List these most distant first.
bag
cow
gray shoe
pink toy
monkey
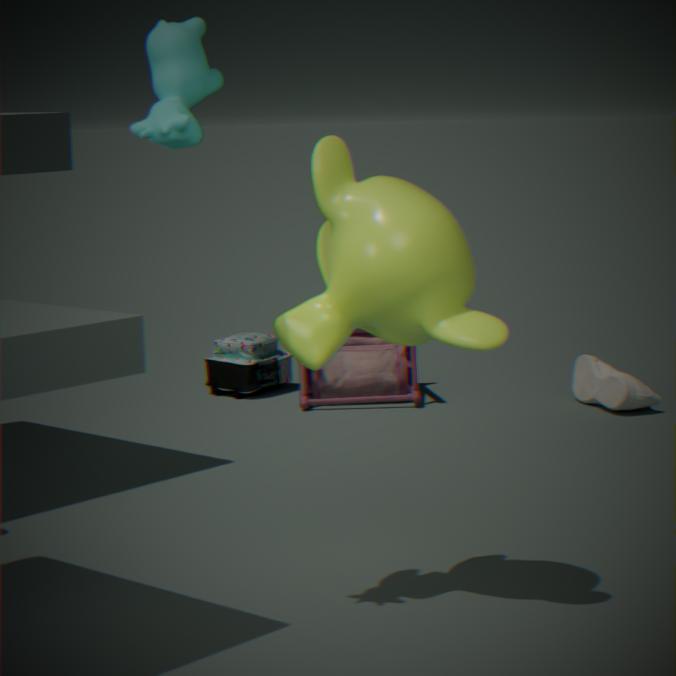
bag
pink toy
gray shoe
monkey
cow
